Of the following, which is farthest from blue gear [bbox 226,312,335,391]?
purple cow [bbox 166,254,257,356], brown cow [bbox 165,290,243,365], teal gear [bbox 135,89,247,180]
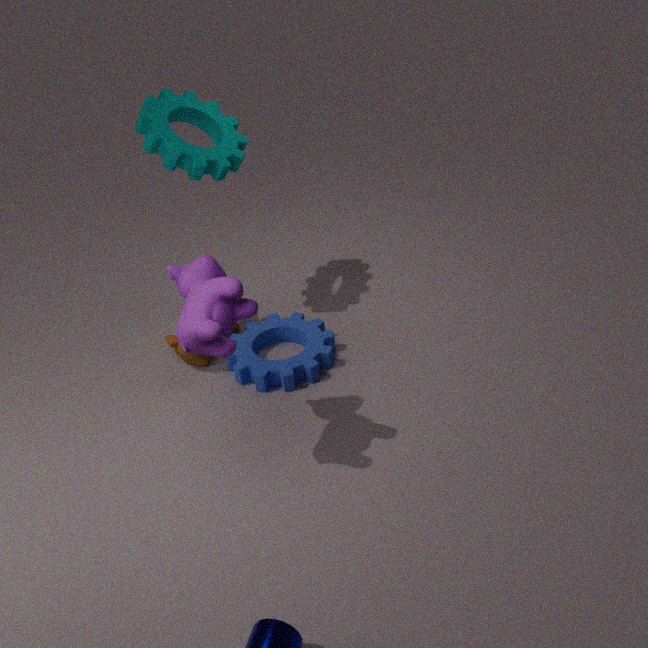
teal gear [bbox 135,89,247,180]
